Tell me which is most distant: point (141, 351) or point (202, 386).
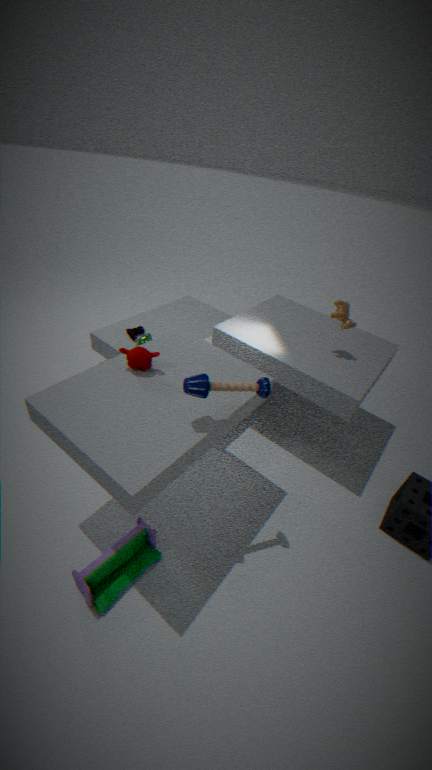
point (141, 351)
